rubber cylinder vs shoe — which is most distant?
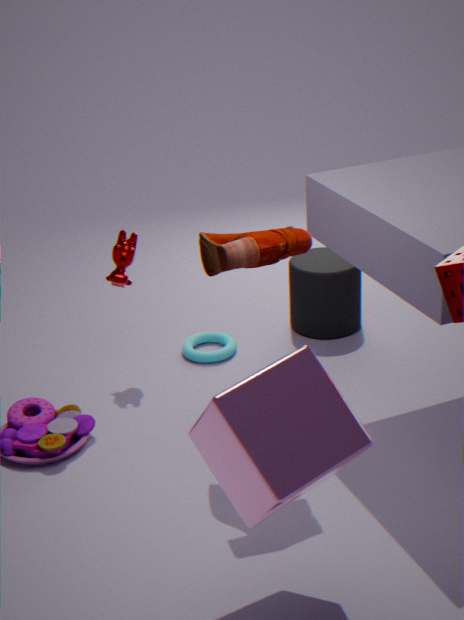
rubber cylinder
